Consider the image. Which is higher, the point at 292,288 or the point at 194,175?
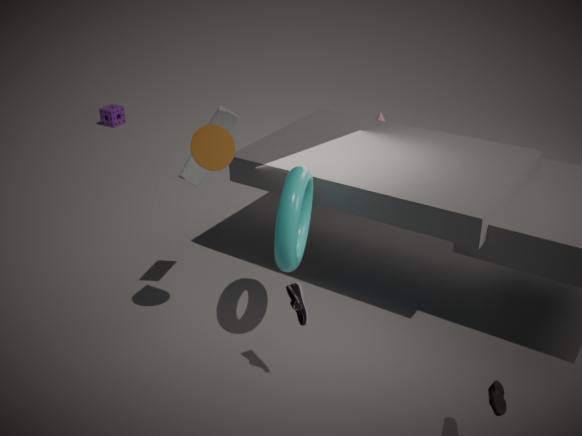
the point at 194,175
